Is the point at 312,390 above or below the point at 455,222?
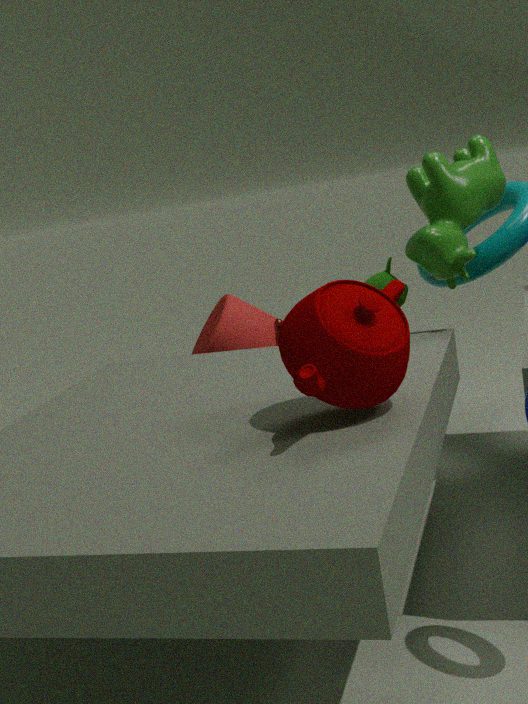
below
